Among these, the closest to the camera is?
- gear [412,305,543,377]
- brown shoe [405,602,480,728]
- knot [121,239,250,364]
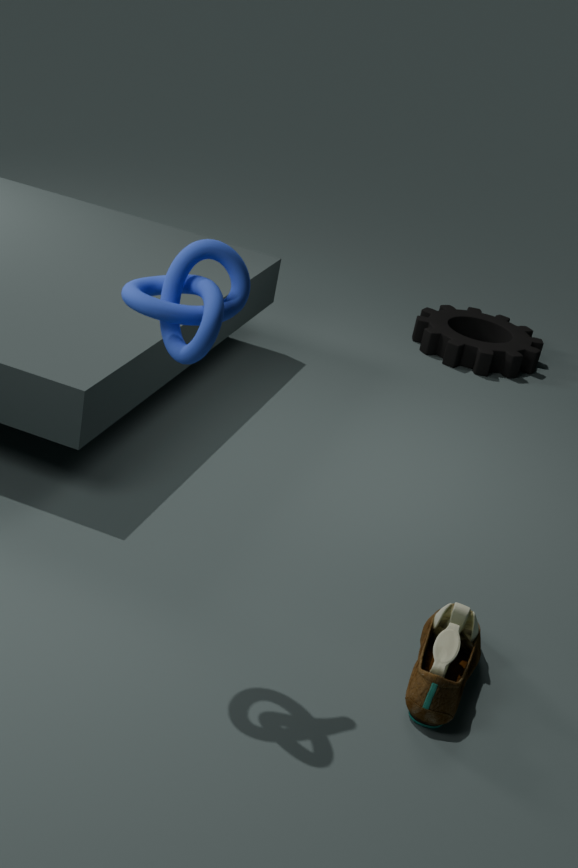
knot [121,239,250,364]
